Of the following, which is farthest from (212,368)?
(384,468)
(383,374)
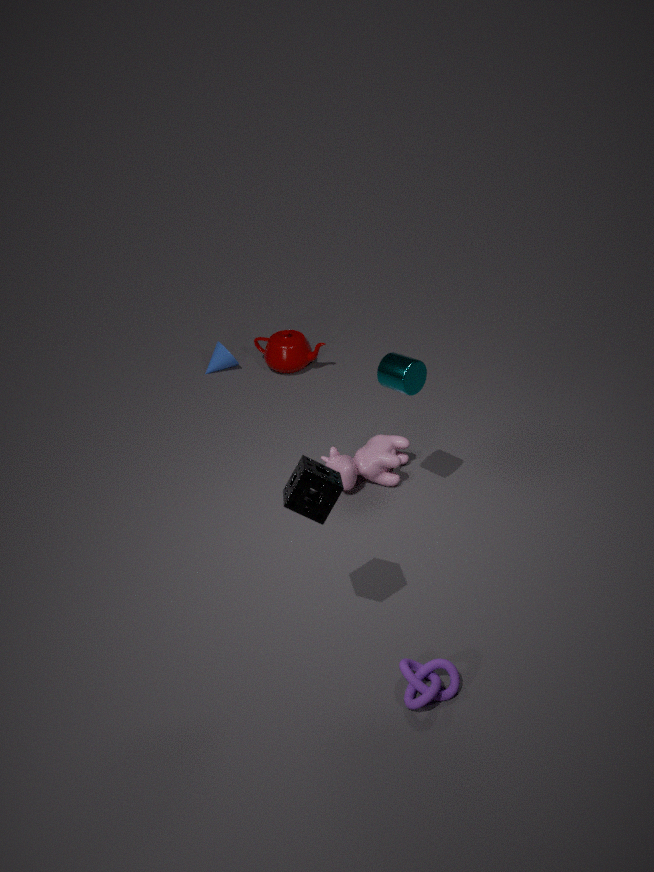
(383,374)
